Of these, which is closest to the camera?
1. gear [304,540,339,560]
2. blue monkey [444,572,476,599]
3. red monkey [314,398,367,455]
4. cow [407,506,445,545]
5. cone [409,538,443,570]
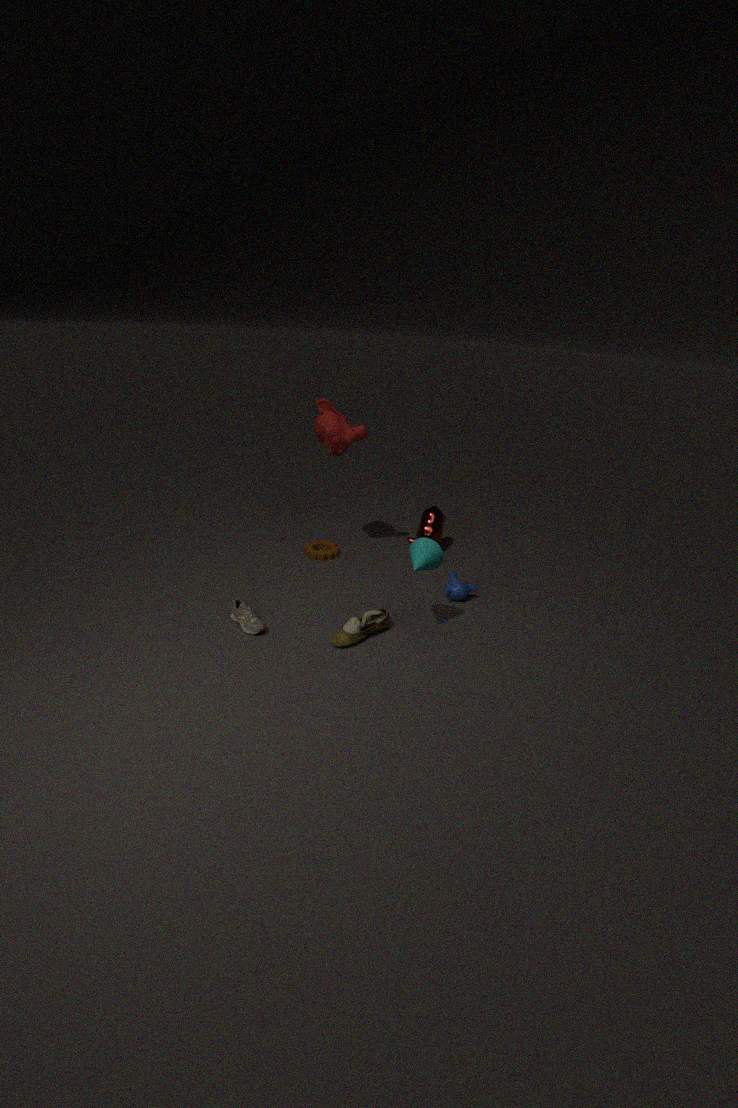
cone [409,538,443,570]
